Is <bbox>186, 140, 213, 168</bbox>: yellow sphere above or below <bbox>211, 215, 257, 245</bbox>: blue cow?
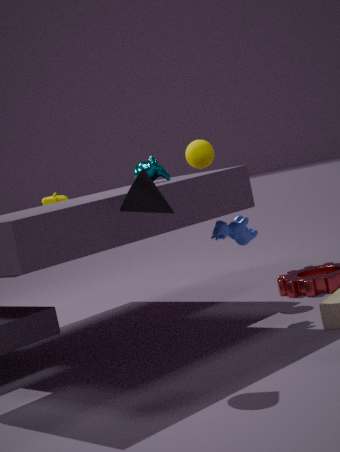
above
